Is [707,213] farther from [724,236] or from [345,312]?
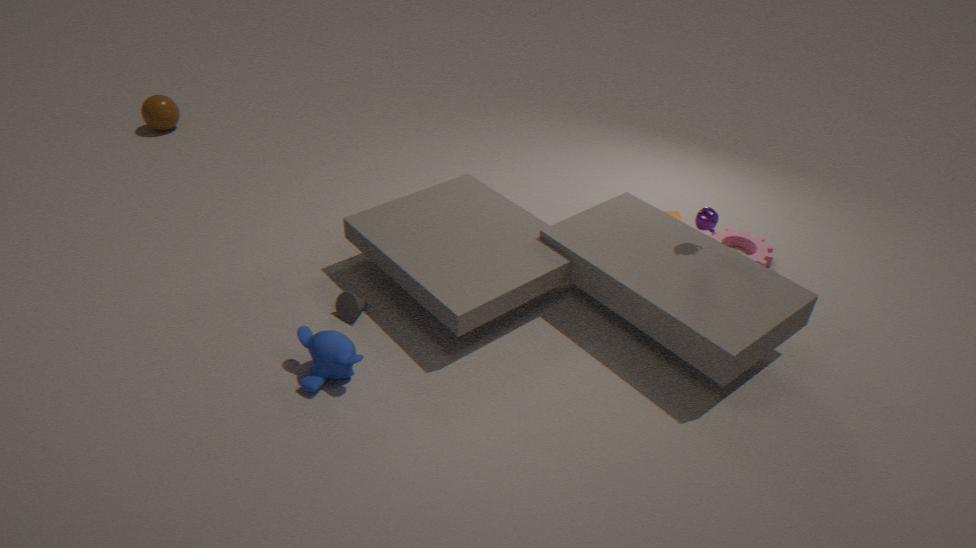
[345,312]
